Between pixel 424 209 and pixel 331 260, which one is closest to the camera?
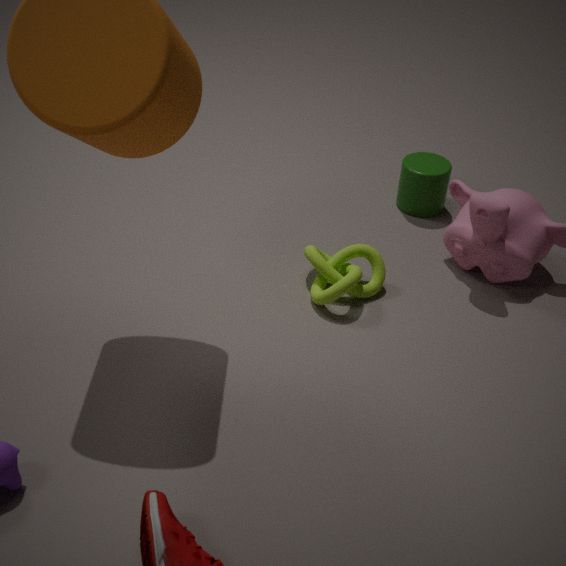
pixel 331 260
